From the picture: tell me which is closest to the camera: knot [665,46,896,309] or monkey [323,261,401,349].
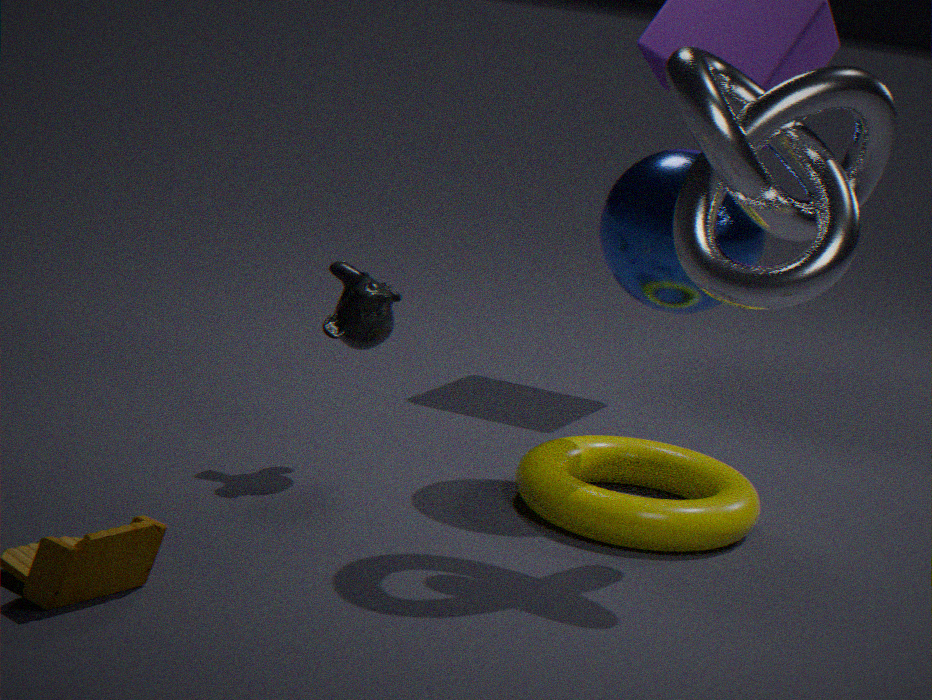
knot [665,46,896,309]
